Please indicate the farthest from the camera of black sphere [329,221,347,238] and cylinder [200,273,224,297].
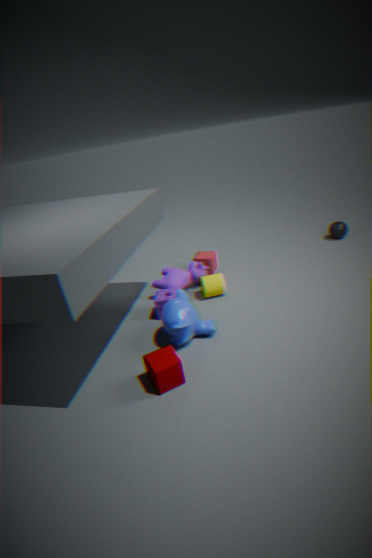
black sphere [329,221,347,238]
